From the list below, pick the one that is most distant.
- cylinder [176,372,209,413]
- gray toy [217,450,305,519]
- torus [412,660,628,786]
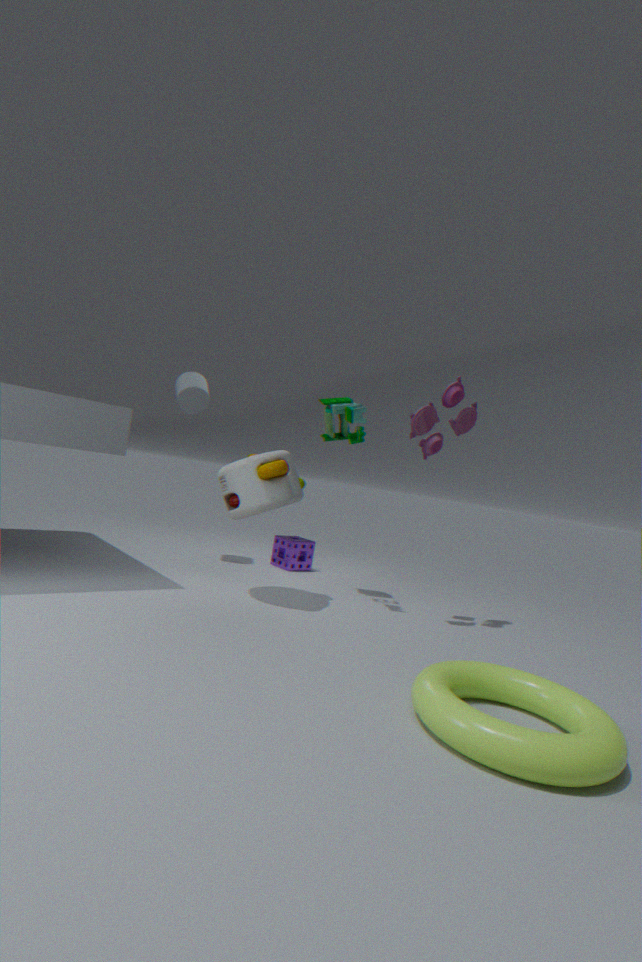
cylinder [176,372,209,413]
